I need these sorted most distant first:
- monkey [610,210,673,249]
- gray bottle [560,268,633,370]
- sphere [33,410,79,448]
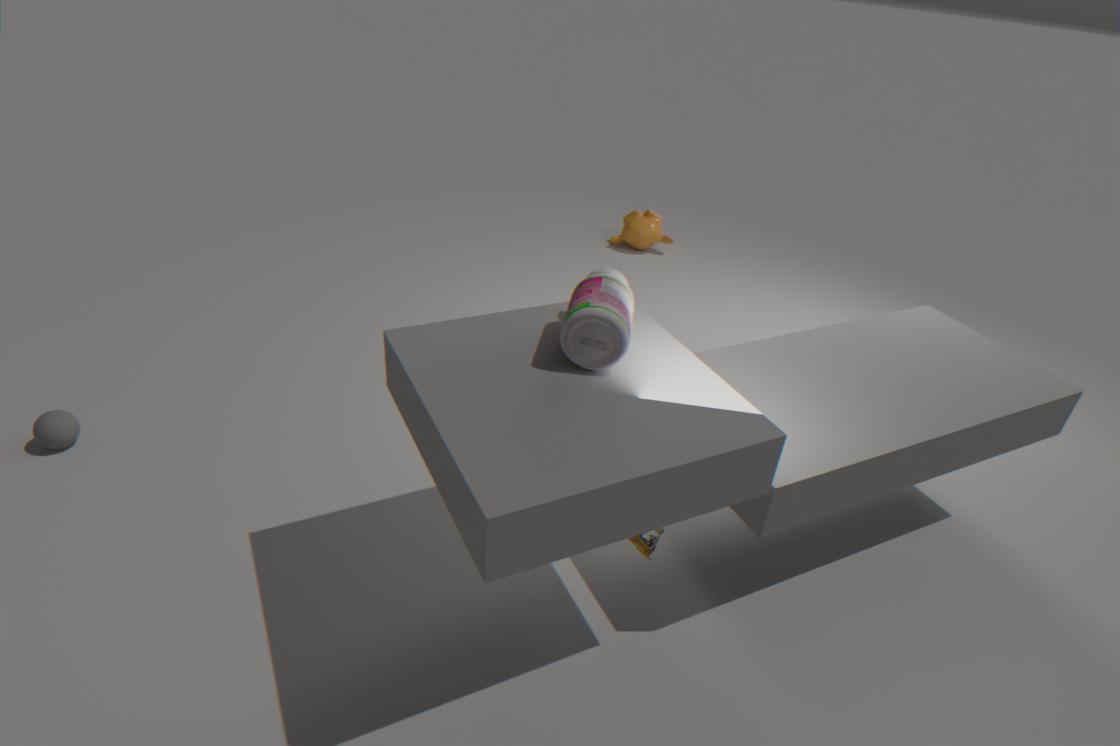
monkey [610,210,673,249]
sphere [33,410,79,448]
gray bottle [560,268,633,370]
